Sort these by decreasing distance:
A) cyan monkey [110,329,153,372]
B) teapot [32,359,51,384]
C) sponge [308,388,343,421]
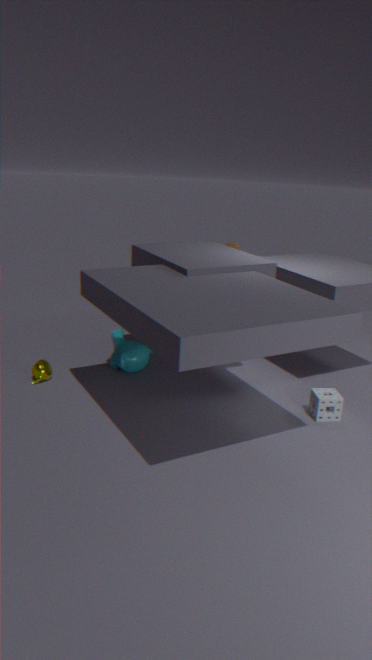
cyan monkey [110,329,153,372] → teapot [32,359,51,384] → sponge [308,388,343,421]
